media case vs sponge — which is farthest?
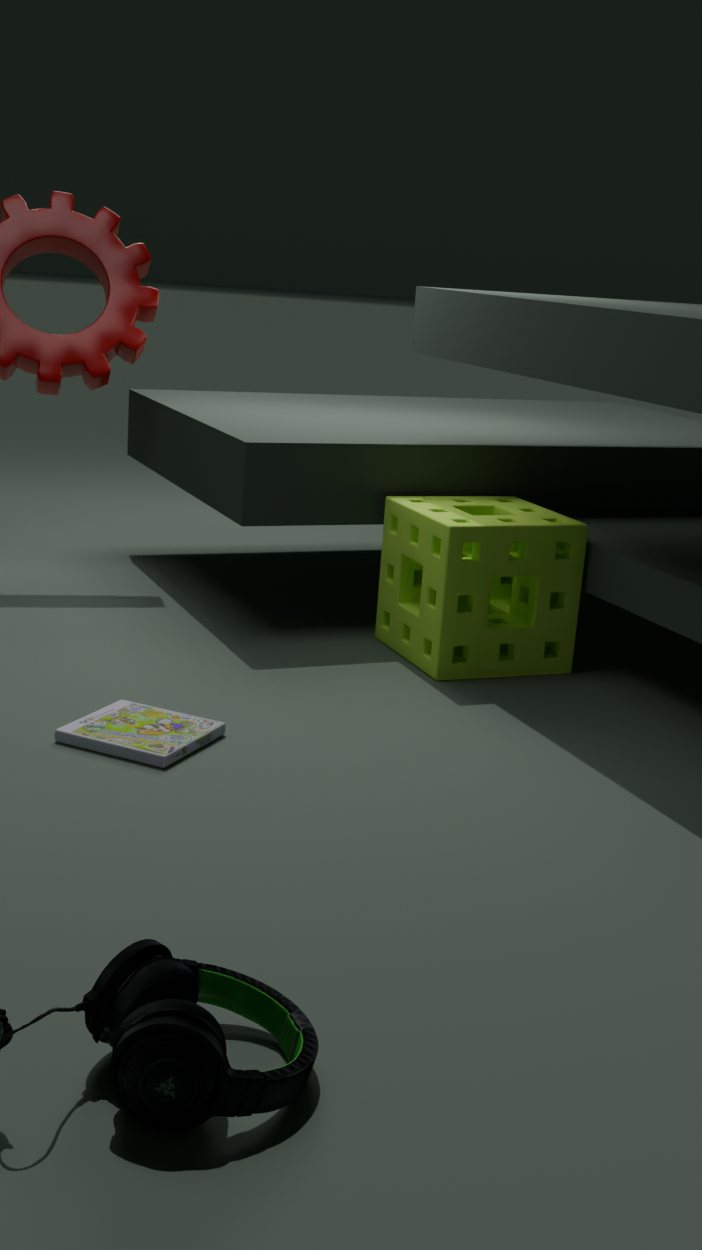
sponge
